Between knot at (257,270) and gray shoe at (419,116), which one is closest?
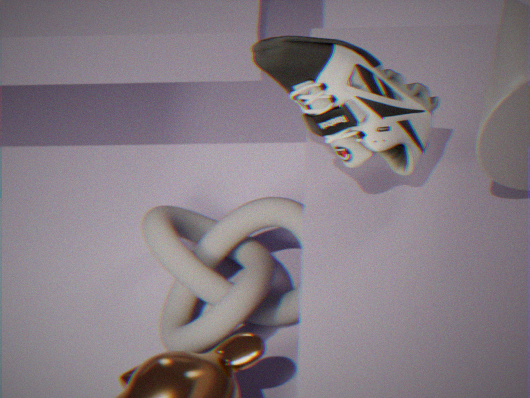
gray shoe at (419,116)
